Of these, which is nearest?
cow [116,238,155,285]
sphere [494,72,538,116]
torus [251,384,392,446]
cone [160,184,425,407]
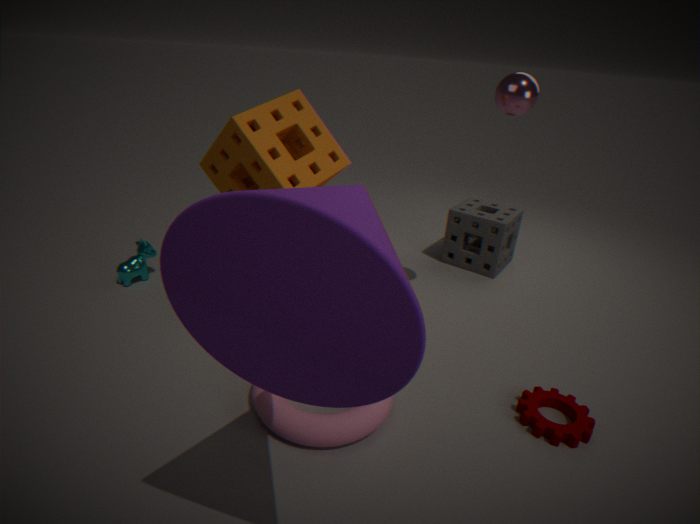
cone [160,184,425,407]
